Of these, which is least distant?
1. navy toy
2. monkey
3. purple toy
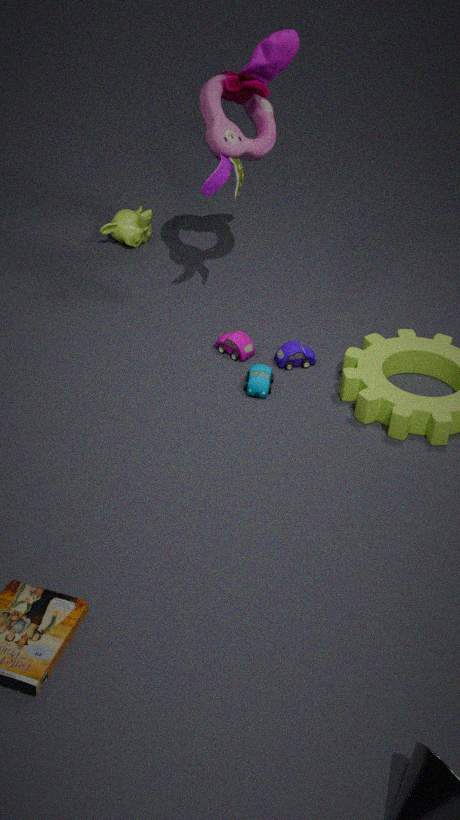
navy toy
